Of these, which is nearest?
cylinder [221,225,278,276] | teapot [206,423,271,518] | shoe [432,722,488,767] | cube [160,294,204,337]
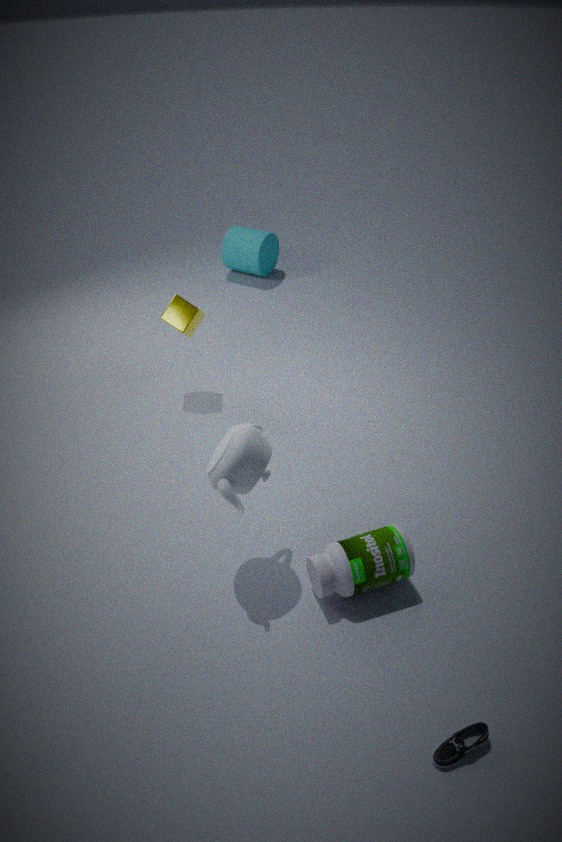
shoe [432,722,488,767]
